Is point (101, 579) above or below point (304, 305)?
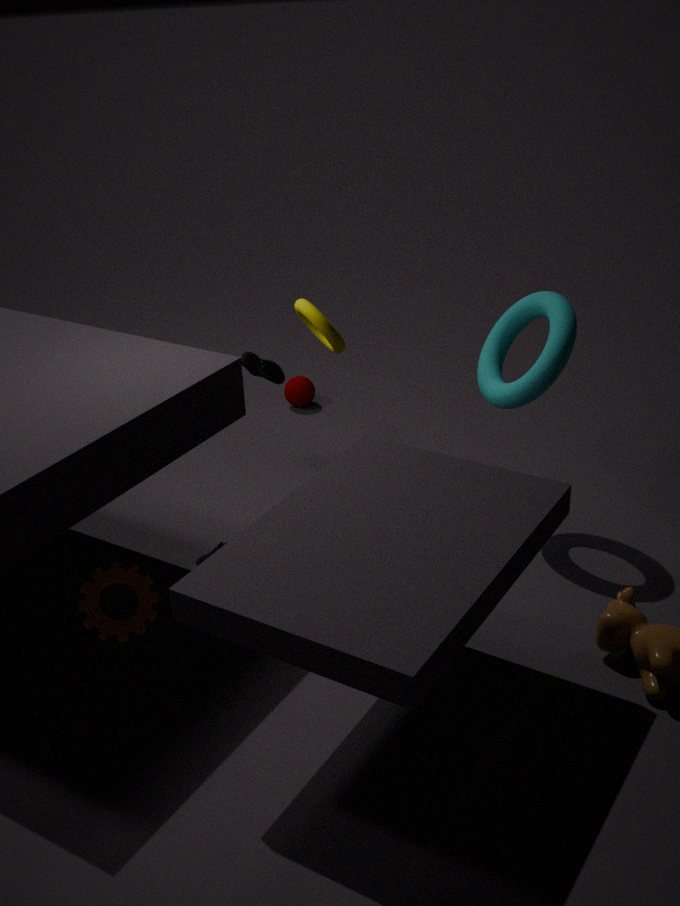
below
